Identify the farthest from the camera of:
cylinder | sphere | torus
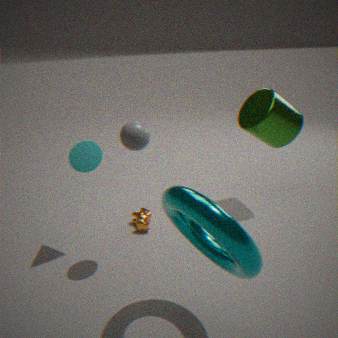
cylinder
